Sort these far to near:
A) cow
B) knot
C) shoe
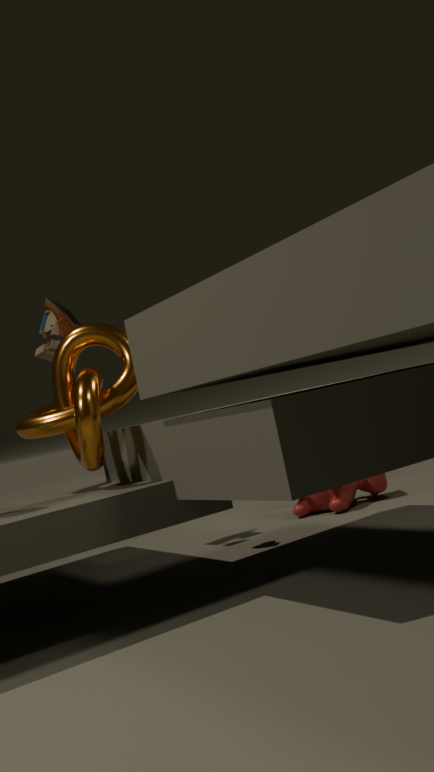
cow
shoe
knot
